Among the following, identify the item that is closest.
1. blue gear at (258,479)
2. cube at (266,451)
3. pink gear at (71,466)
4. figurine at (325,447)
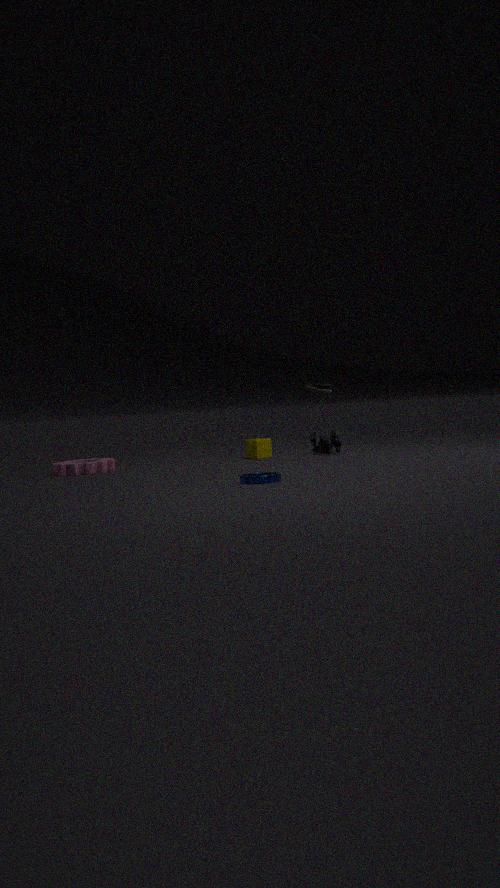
blue gear at (258,479)
